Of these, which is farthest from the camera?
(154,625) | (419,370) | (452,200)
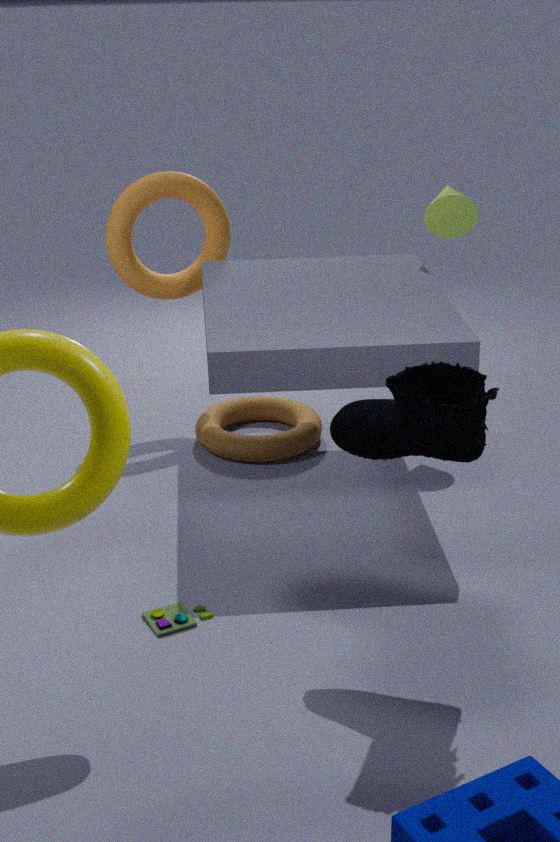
(452,200)
